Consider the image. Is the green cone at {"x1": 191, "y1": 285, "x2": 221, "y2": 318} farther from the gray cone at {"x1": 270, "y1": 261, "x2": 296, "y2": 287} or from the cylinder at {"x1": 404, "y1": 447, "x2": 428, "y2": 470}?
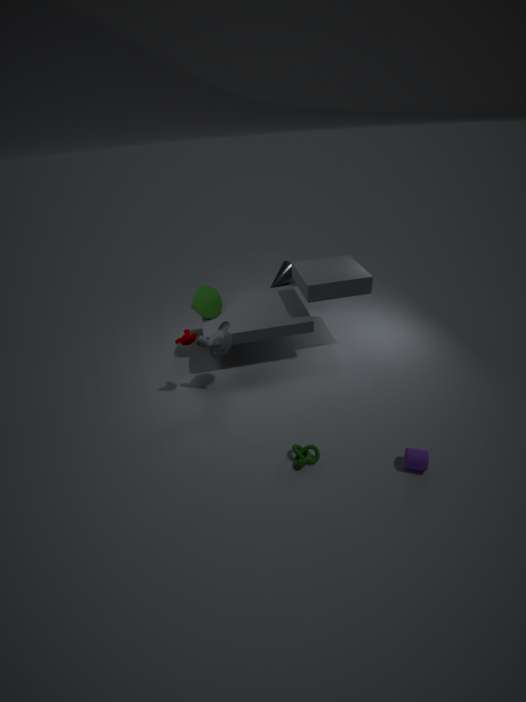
the cylinder at {"x1": 404, "y1": 447, "x2": 428, "y2": 470}
